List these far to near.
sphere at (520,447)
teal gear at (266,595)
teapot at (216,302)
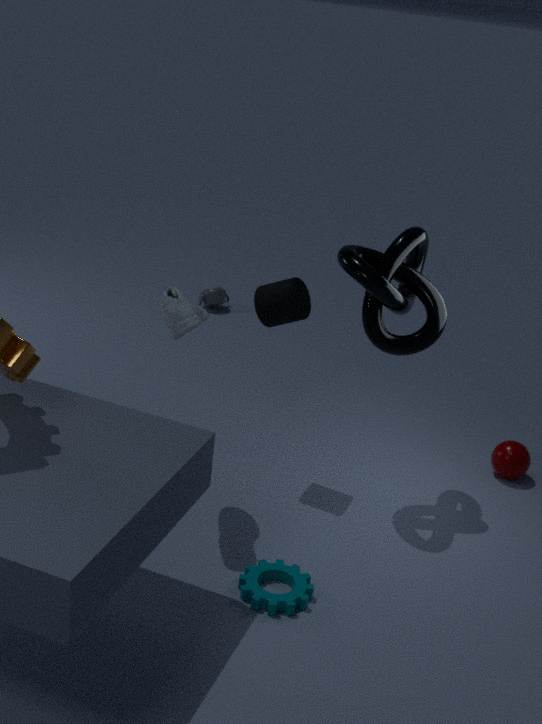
teapot at (216,302) < sphere at (520,447) < teal gear at (266,595)
